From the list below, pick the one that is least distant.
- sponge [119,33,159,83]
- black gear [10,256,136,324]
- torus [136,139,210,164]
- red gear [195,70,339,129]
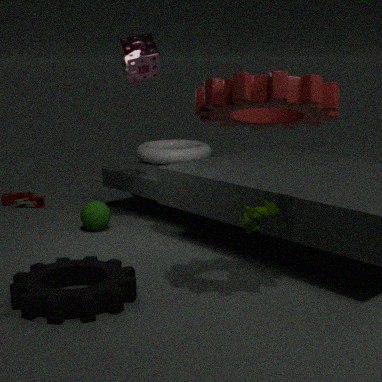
red gear [195,70,339,129]
